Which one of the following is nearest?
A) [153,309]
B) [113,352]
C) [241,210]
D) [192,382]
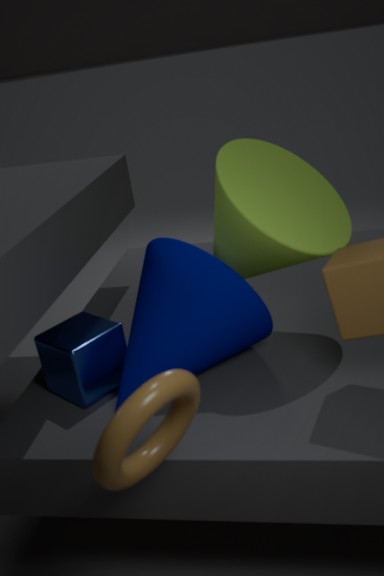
[192,382]
